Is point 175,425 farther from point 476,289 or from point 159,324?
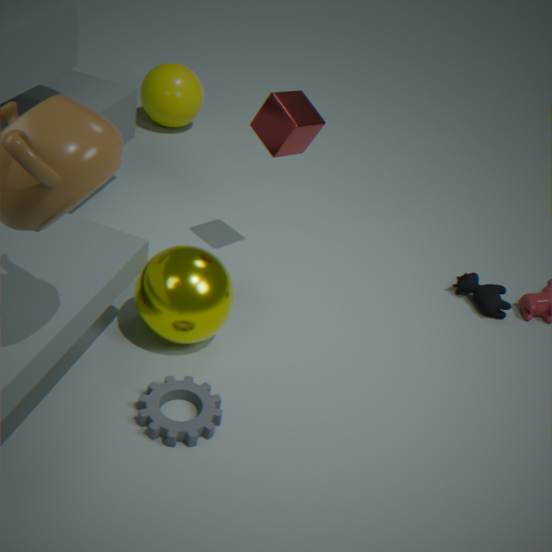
point 476,289
